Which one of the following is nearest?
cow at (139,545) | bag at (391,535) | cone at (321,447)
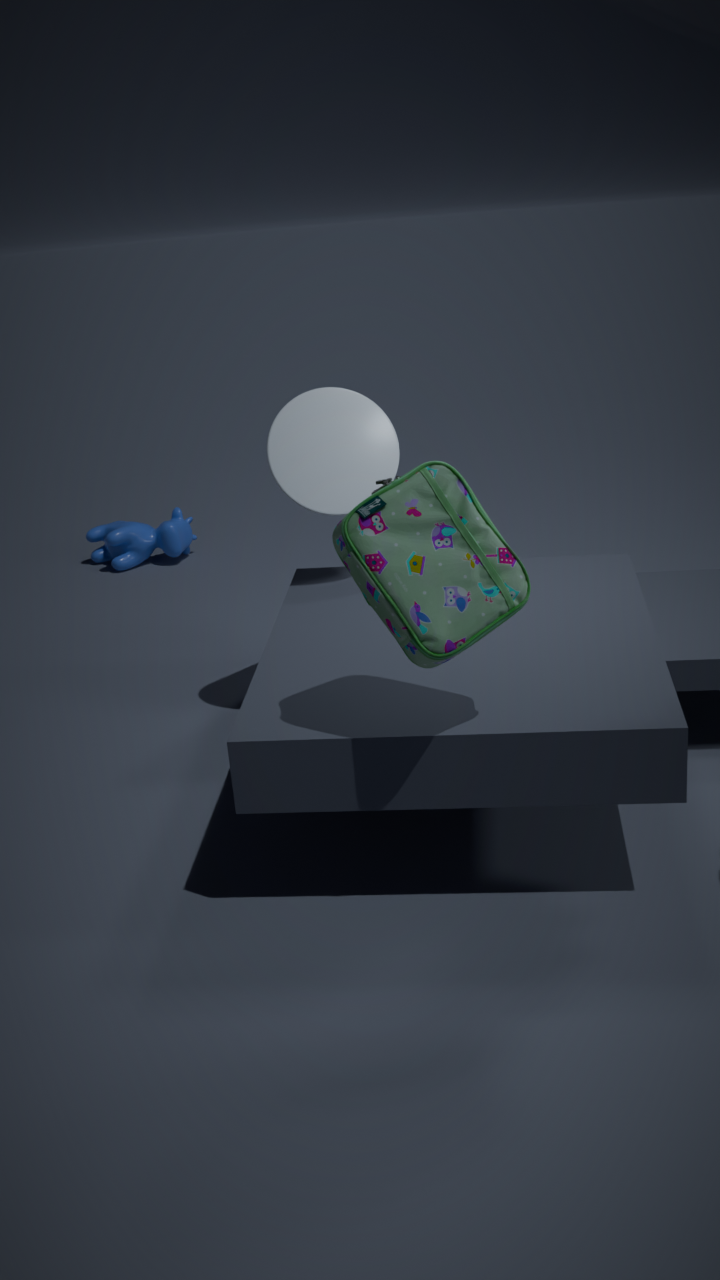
bag at (391,535)
